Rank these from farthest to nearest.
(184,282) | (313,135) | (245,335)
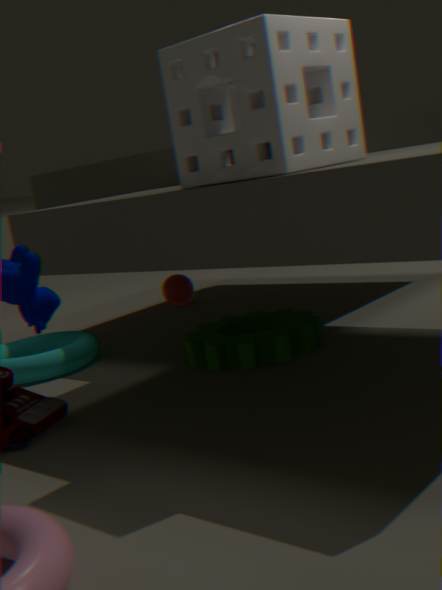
(184,282) < (245,335) < (313,135)
